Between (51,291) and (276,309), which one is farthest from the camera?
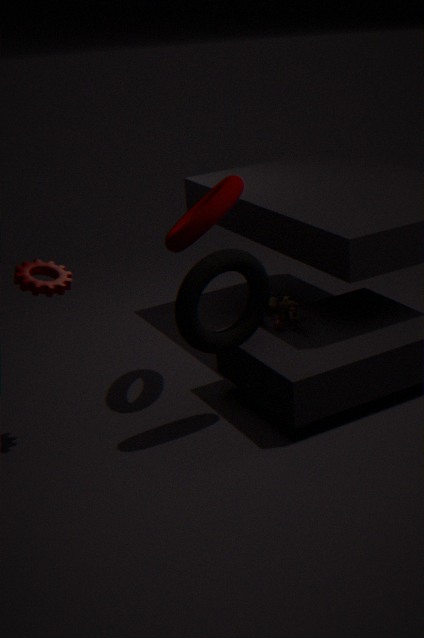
(276,309)
